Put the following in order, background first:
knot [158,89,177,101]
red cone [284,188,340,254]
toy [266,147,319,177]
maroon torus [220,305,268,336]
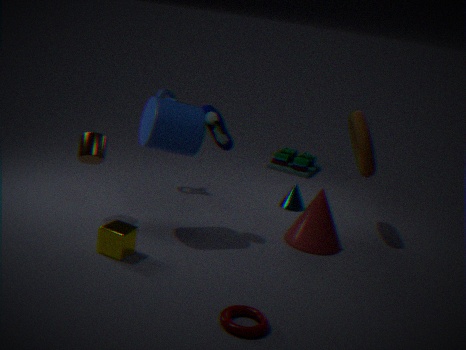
toy [266,147,319,177], knot [158,89,177,101], red cone [284,188,340,254], maroon torus [220,305,268,336]
